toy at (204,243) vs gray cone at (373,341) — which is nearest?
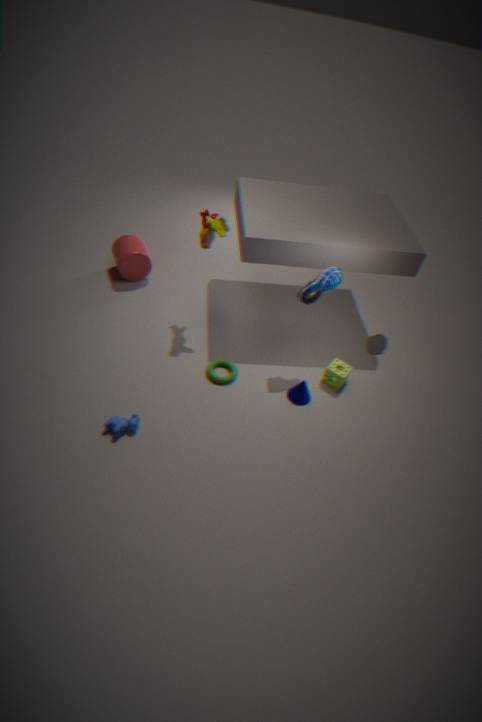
toy at (204,243)
